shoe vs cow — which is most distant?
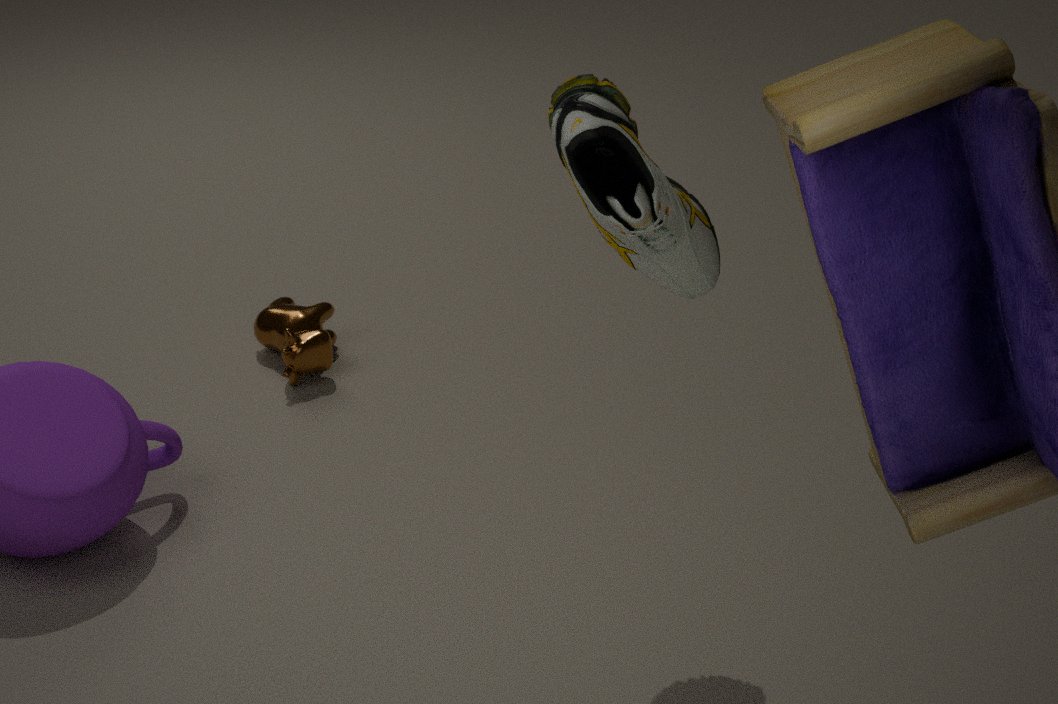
cow
